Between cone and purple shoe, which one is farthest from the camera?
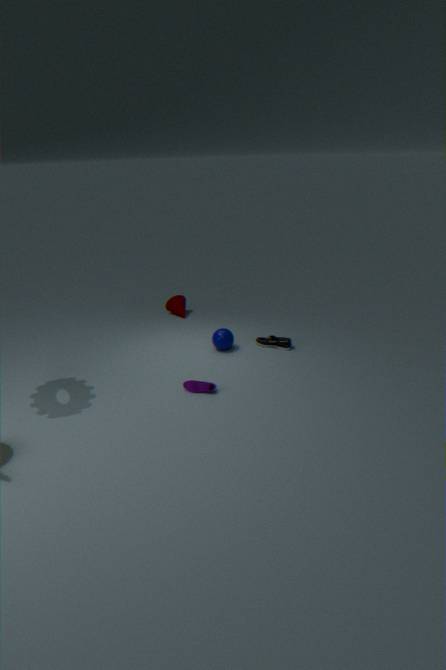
cone
